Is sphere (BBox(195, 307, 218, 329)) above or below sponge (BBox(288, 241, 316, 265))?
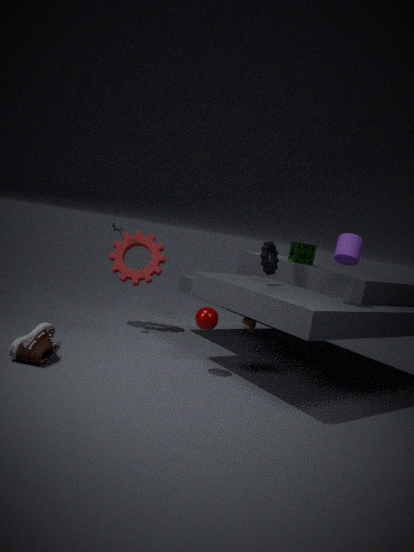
below
